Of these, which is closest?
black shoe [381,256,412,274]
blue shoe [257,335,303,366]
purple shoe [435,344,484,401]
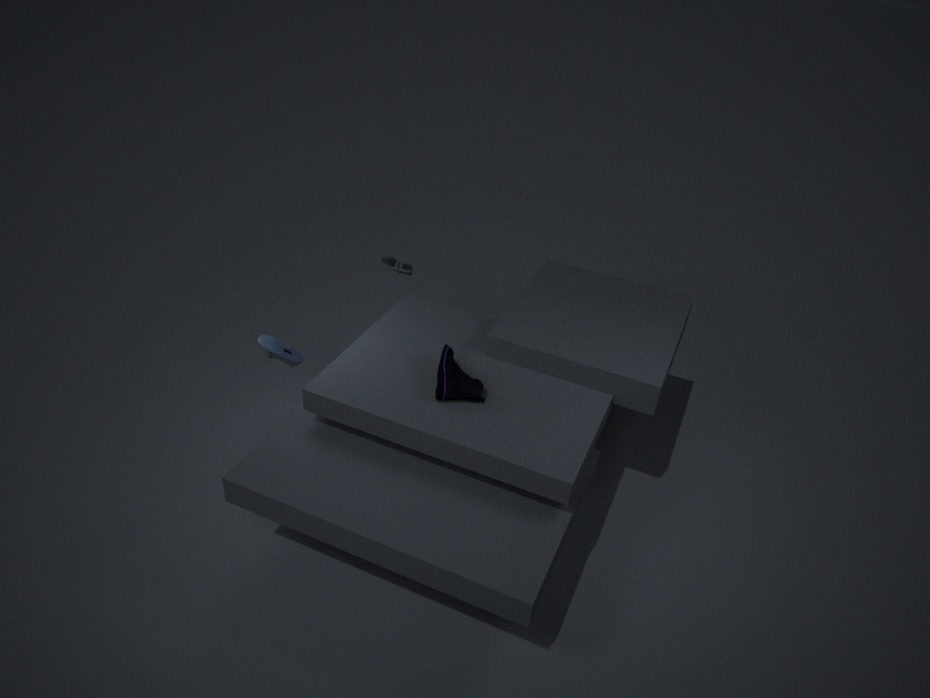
purple shoe [435,344,484,401]
